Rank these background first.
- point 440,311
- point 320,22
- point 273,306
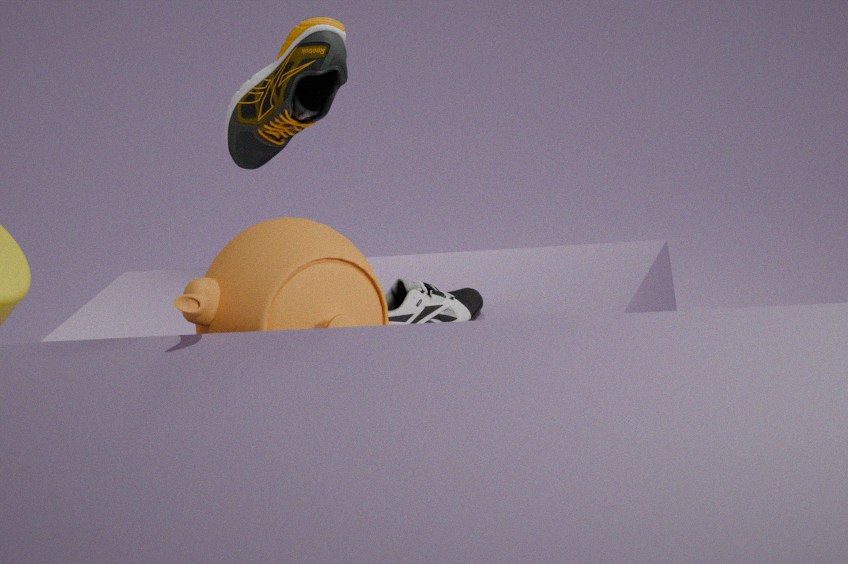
point 320,22 → point 440,311 → point 273,306
